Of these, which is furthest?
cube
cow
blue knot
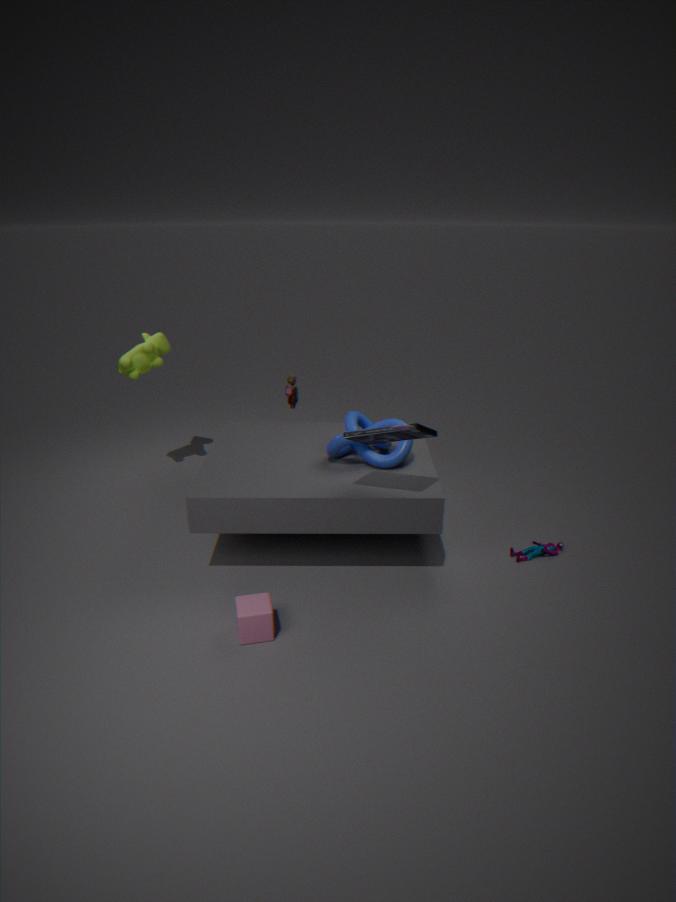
cow
